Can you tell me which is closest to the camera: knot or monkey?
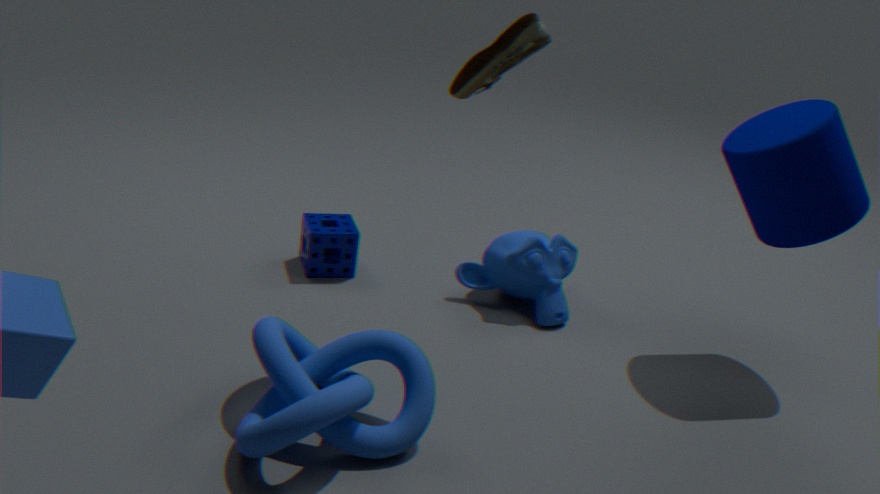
knot
